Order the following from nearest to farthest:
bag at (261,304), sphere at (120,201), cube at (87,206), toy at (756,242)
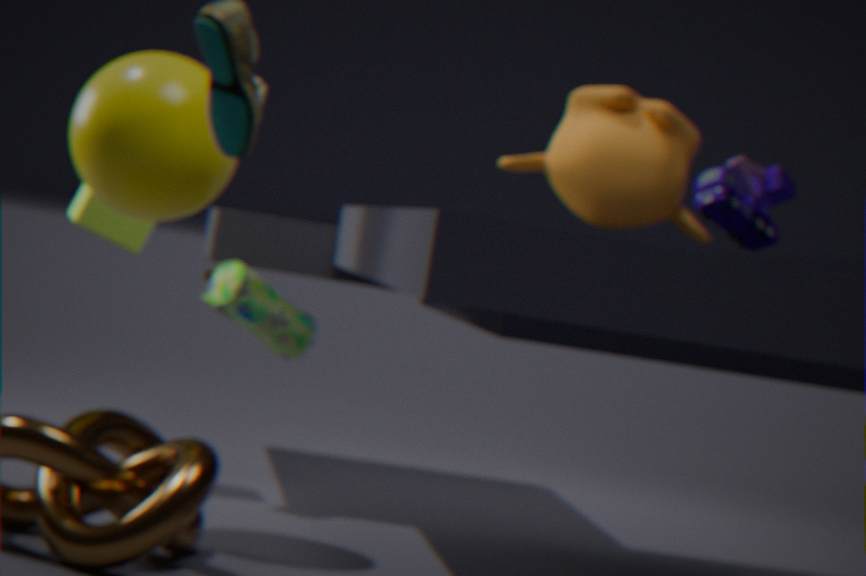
toy at (756,242)
sphere at (120,201)
bag at (261,304)
cube at (87,206)
